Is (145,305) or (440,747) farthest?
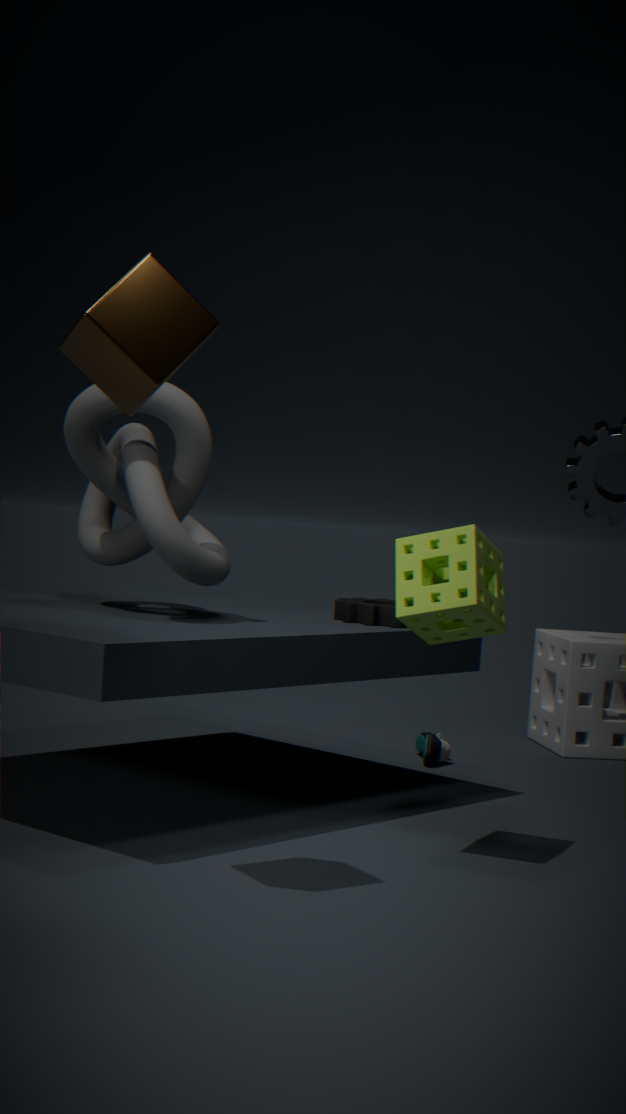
(440,747)
